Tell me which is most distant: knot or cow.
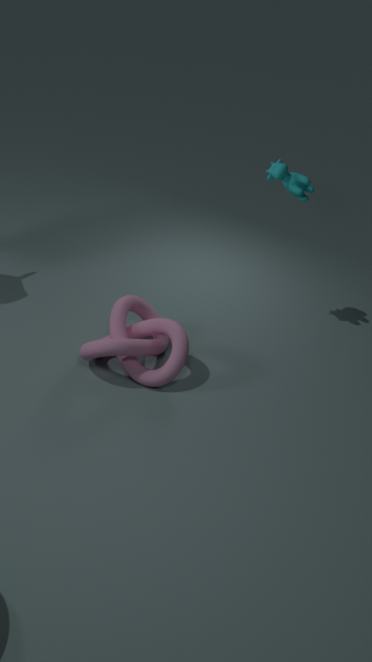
cow
